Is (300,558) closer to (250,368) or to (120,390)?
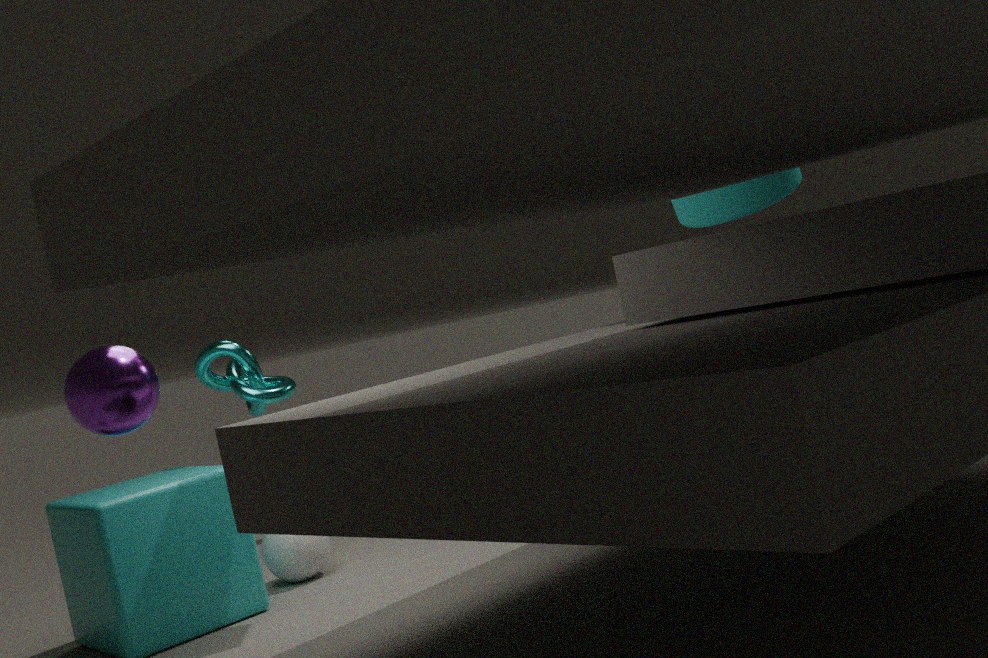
(250,368)
